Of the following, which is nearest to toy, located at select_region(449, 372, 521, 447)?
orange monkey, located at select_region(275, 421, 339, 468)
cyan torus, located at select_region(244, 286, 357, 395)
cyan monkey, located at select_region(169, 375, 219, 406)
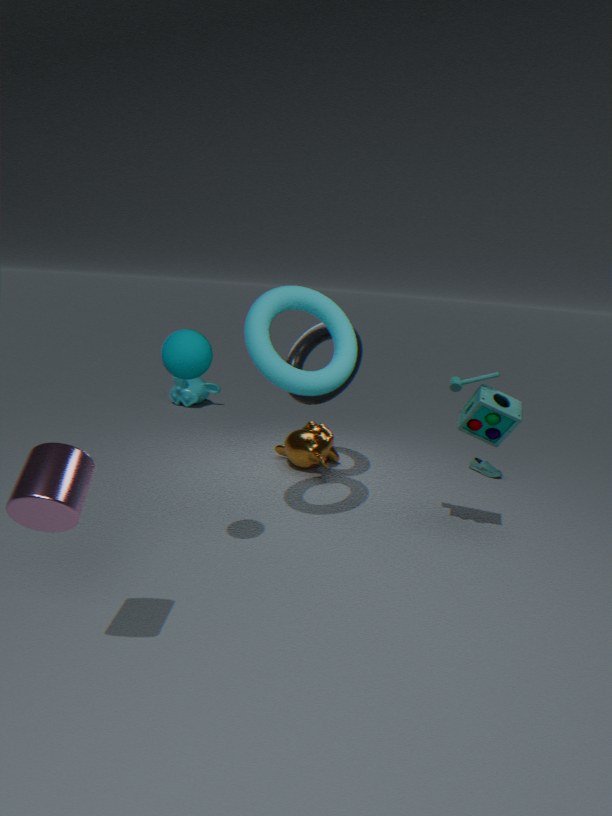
cyan torus, located at select_region(244, 286, 357, 395)
